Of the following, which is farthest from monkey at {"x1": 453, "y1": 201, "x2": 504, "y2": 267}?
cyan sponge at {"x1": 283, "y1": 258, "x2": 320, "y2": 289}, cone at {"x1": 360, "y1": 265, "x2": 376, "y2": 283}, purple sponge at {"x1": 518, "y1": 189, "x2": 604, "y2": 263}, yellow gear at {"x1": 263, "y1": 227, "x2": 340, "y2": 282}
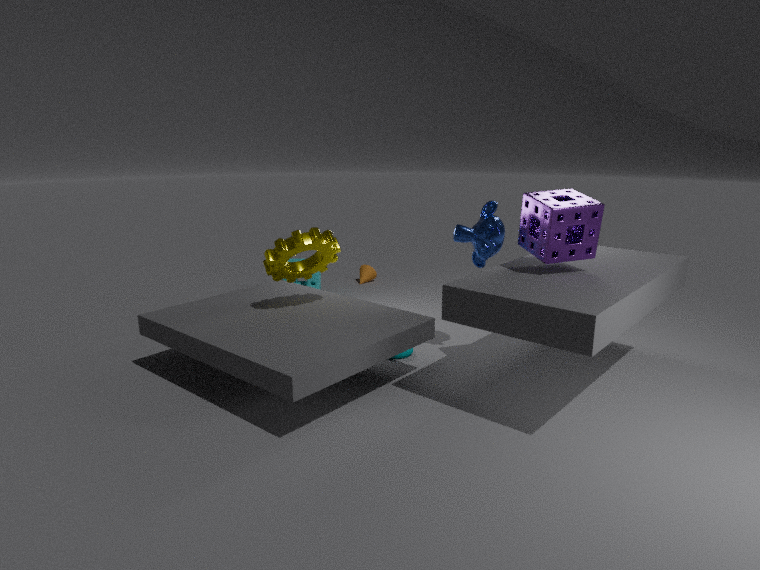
cone at {"x1": 360, "y1": 265, "x2": 376, "y2": 283}
